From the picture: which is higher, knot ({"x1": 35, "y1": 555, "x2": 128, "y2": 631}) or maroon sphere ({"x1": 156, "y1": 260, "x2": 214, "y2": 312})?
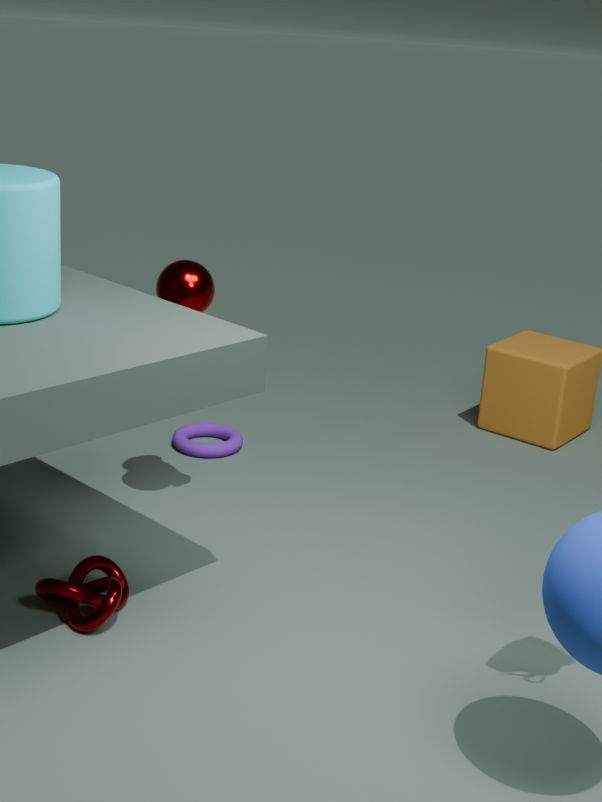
maroon sphere ({"x1": 156, "y1": 260, "x2": 214, "y2": 312})
